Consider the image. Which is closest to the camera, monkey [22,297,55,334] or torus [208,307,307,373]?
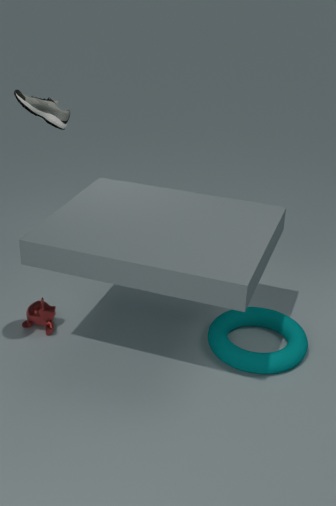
torus [208,307,307,373]
